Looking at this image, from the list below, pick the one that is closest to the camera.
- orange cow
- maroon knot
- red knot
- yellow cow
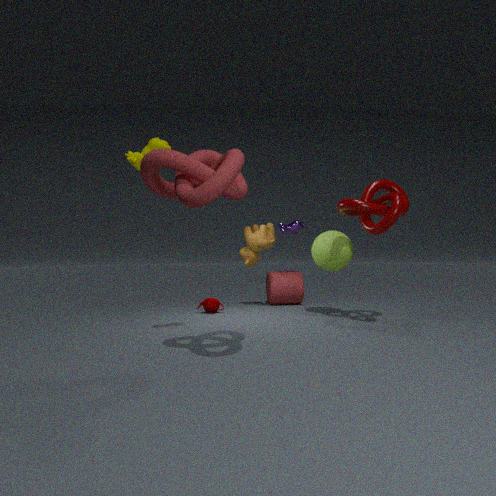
red knot
